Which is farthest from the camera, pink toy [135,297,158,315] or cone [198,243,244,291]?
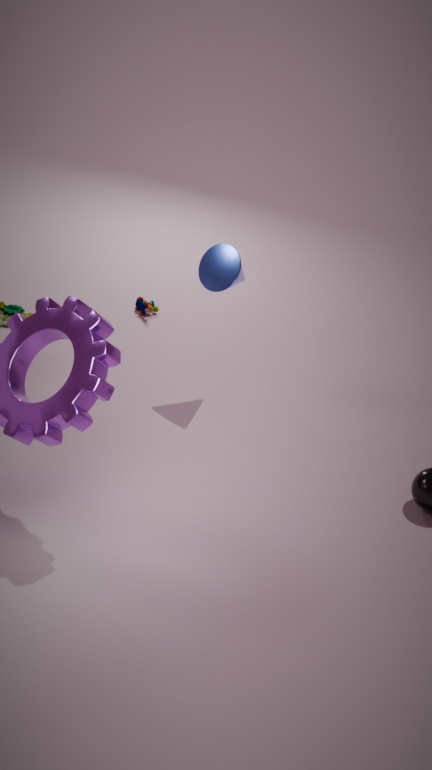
pink toy [135,297,158,315]
